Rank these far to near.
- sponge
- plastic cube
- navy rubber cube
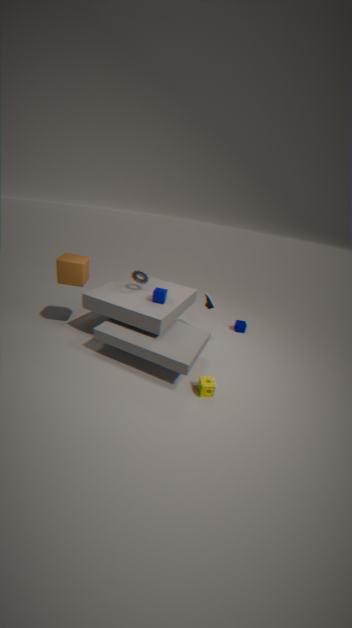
navy rubber cube < plastic cube < sponge
